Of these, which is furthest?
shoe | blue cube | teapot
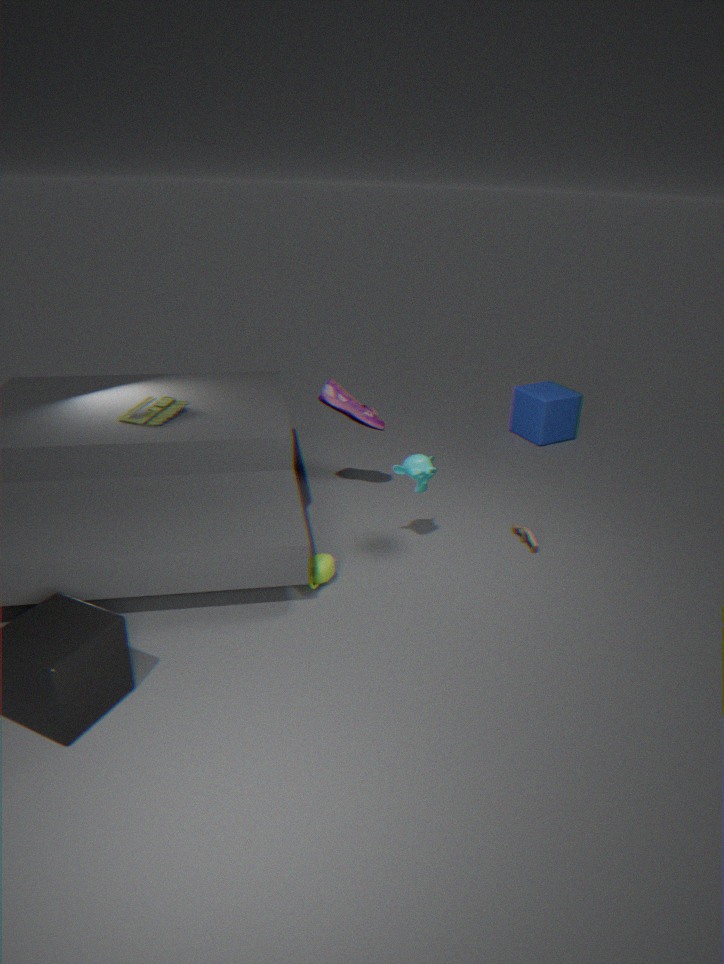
blue cube
